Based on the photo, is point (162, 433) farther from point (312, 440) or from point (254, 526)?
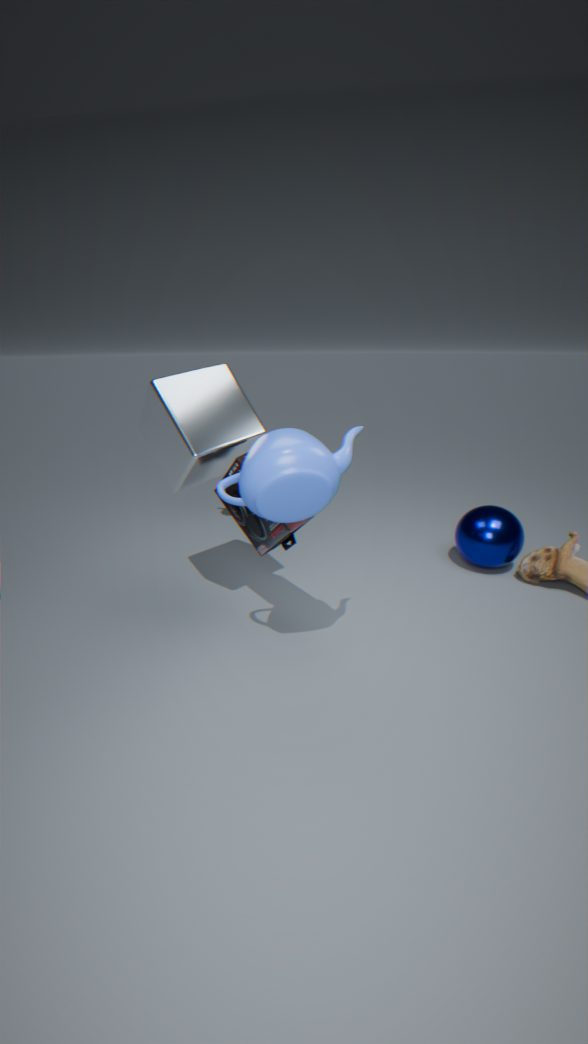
point (312, 440)
